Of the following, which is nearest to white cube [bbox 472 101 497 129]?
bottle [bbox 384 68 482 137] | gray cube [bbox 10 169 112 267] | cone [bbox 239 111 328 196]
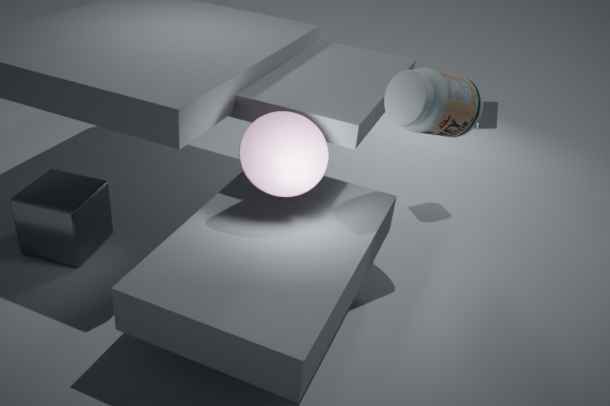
bottle [bbox 384 68 482 137]
